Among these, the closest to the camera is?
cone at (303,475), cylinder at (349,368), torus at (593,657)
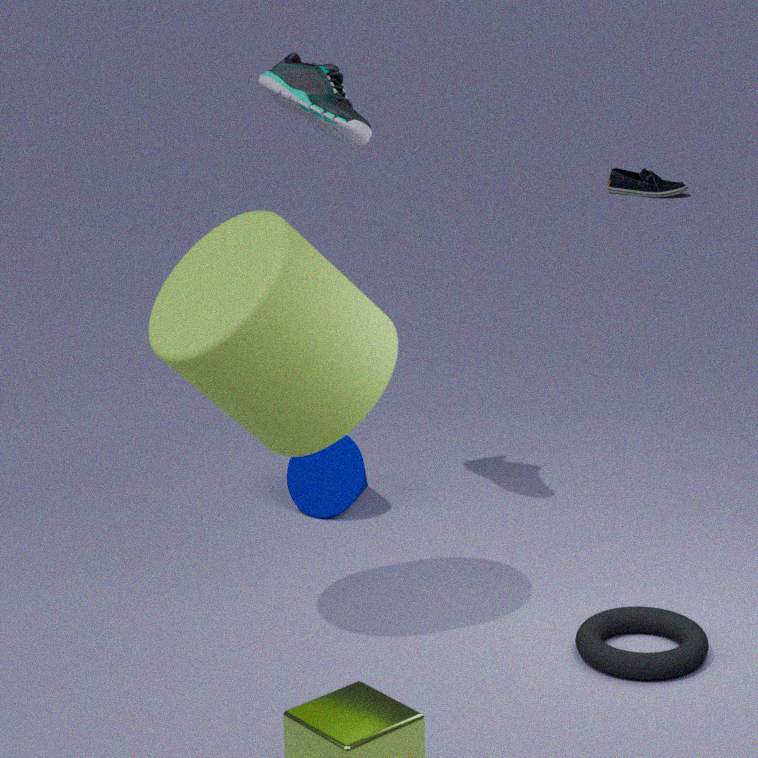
cylinder at (349,368)
